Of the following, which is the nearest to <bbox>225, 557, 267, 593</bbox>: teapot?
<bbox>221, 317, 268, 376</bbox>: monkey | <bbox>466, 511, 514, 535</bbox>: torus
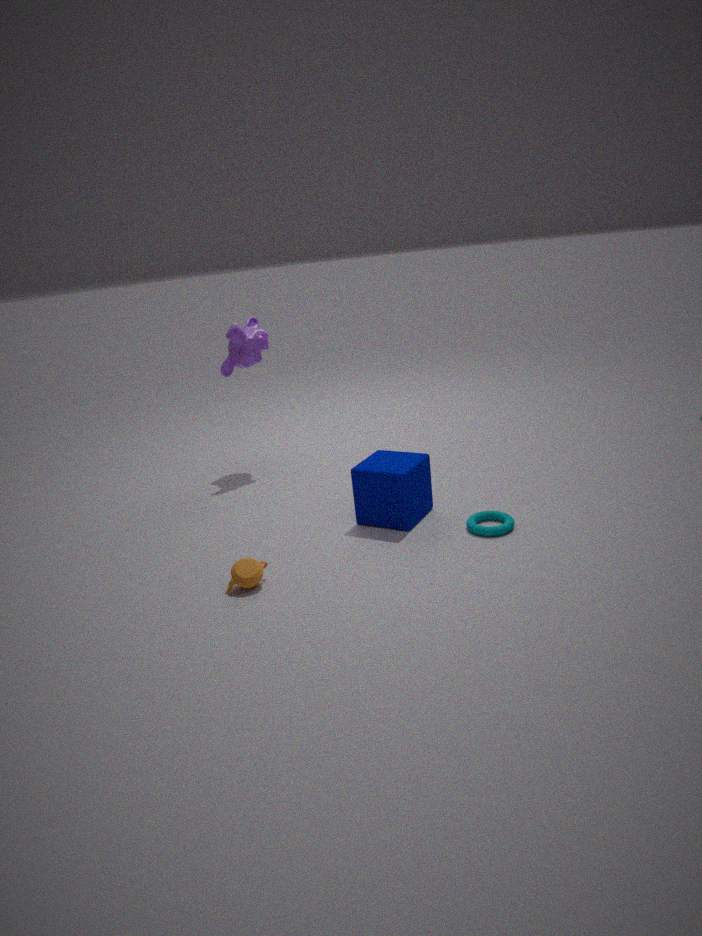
<bbox>466, 511, 514, 535</bbox>: torus
